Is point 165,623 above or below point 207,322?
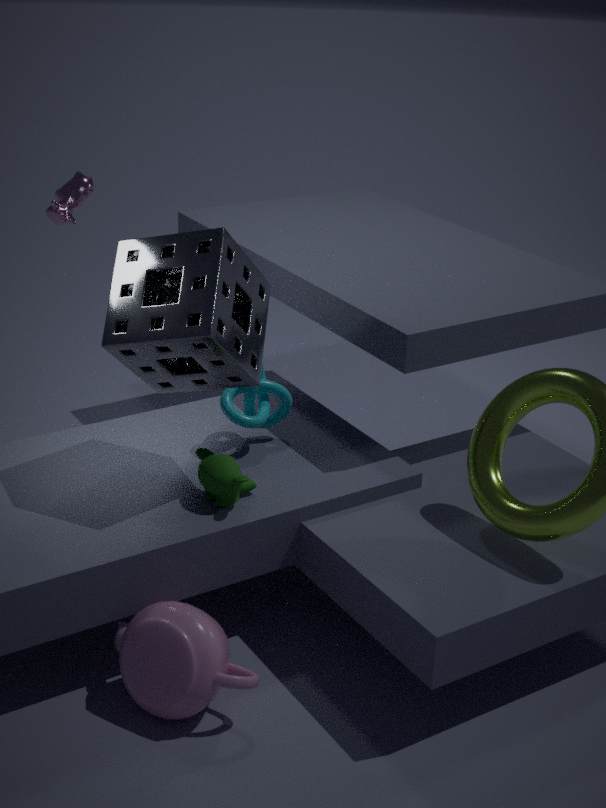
below
